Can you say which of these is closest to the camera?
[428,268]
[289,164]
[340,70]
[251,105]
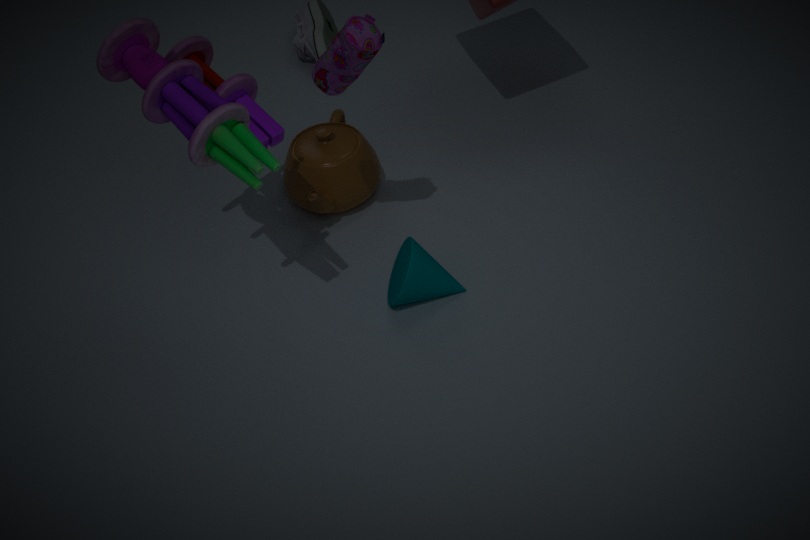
[340,70]
